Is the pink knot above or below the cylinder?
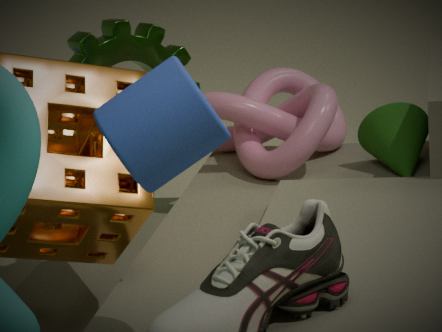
below
